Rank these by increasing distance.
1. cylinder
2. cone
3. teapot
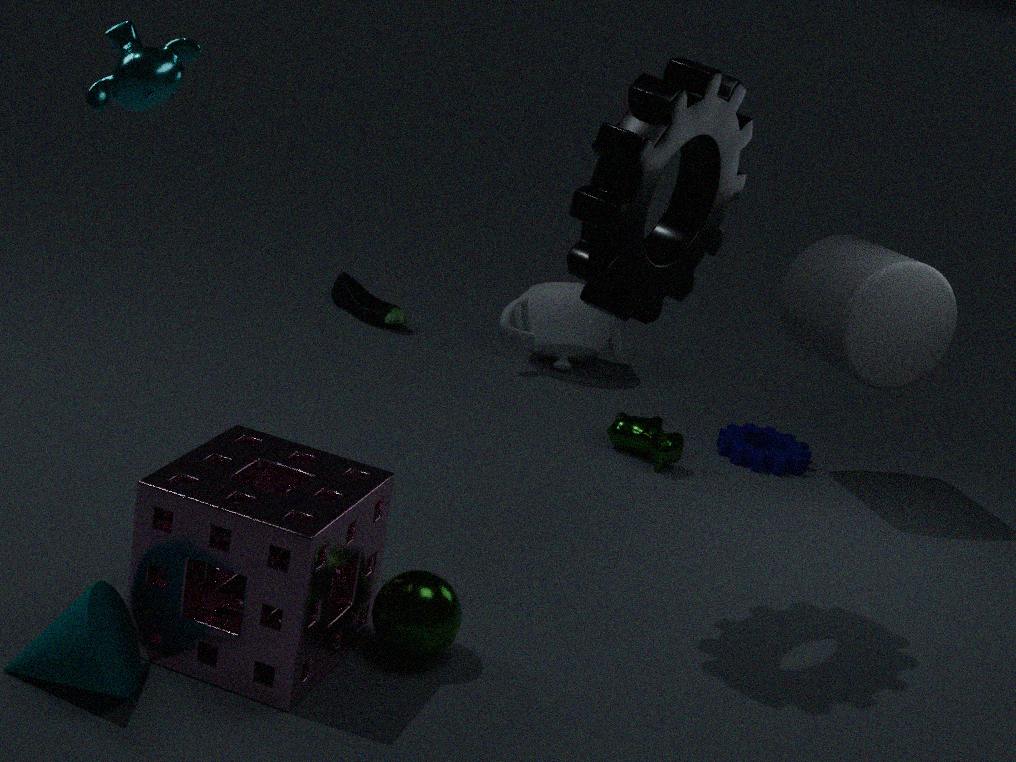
cone → cylinder → teapot
